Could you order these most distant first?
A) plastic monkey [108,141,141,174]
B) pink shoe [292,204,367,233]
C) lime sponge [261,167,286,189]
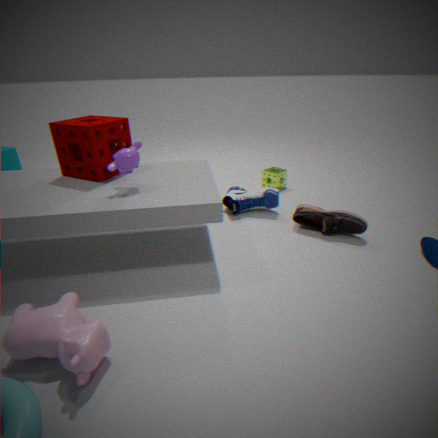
lime sponge [261,167,286,189], pink shoe [292,204,367,233], plastic monkey [108,141,141,174]
